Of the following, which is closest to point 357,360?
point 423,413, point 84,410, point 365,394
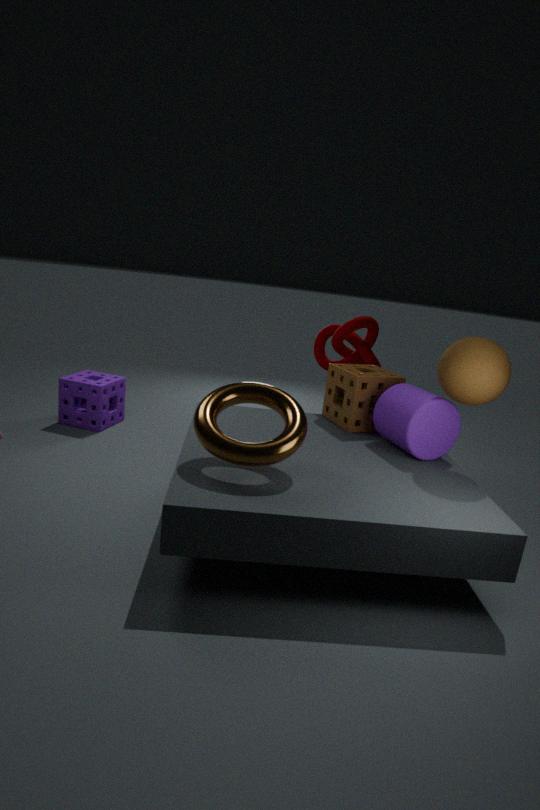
point 365,394
